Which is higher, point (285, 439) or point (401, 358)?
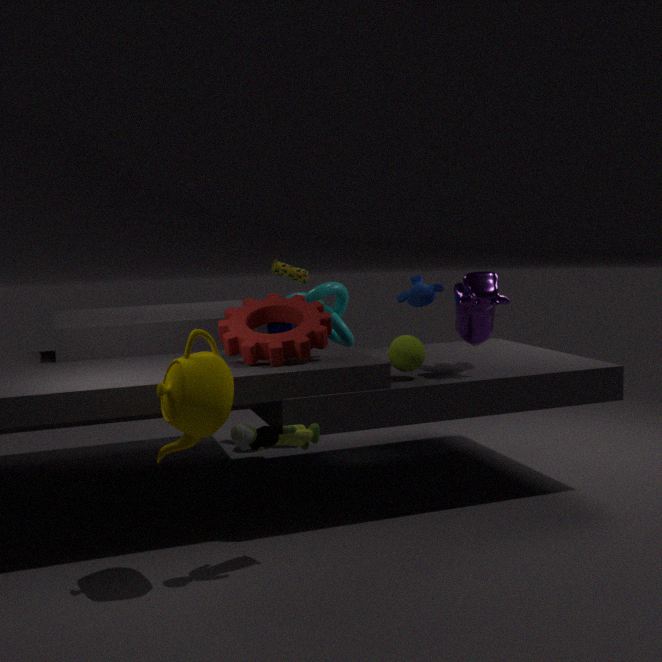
point (401, 358)
